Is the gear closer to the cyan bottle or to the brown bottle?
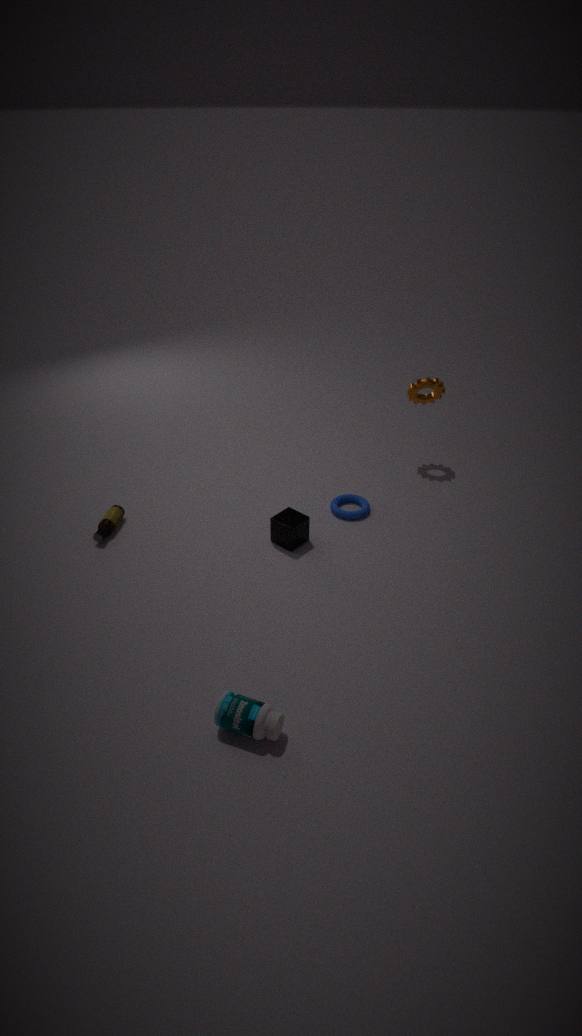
the brown bottle
